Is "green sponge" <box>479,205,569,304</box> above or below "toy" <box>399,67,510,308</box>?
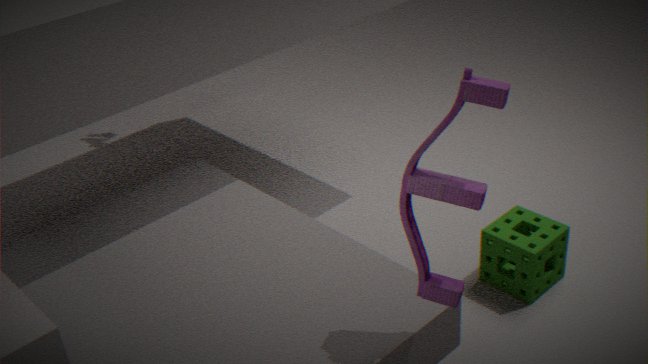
below
